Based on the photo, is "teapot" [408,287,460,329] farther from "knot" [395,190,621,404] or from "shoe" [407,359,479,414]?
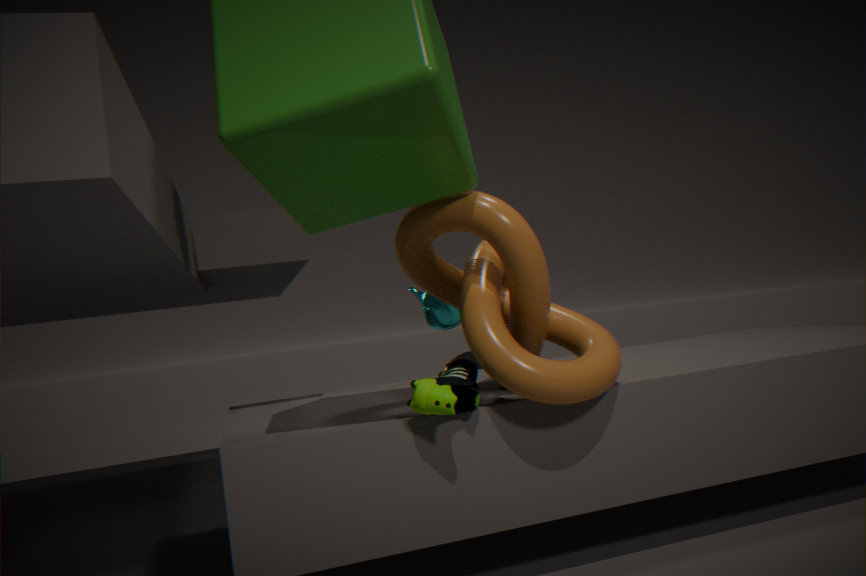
"shoe" [407,359,479,414]
